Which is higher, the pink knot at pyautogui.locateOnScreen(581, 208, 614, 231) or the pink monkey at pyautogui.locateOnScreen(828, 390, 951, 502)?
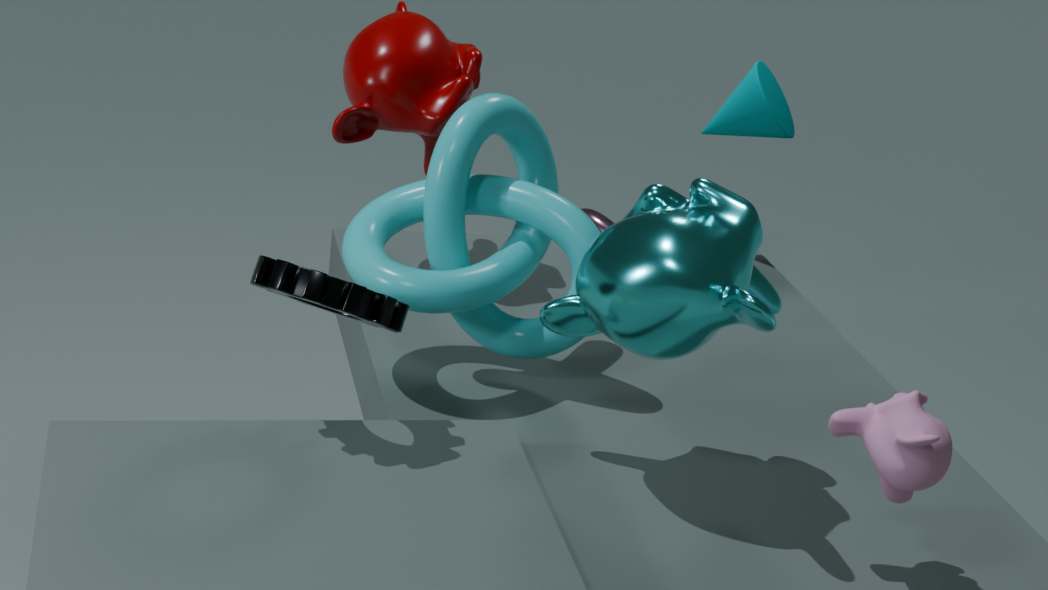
the pink monkey at pyautogui.locateOnScreen(828, 390, 951, 502)
